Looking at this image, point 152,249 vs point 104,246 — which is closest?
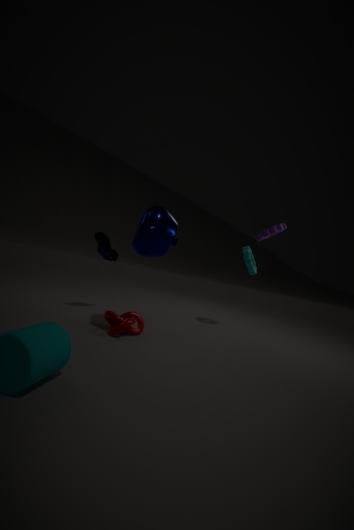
point 152,249
